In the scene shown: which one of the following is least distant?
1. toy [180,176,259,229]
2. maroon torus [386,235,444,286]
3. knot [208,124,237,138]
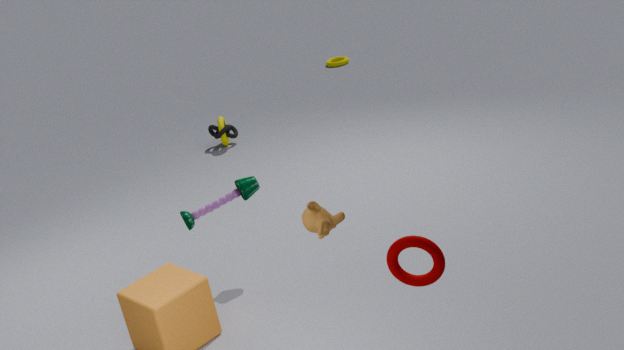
maroon torus [386,235,444,286]
